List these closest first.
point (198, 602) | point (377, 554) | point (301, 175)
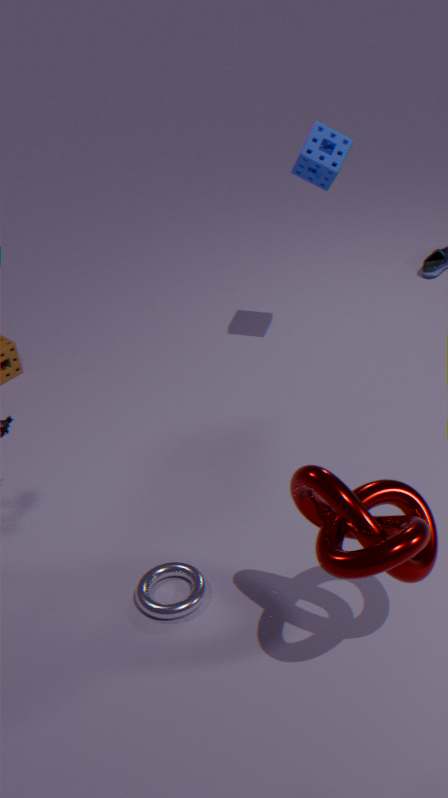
point (377, 554) < point (198, 602) < point (301, 175)
